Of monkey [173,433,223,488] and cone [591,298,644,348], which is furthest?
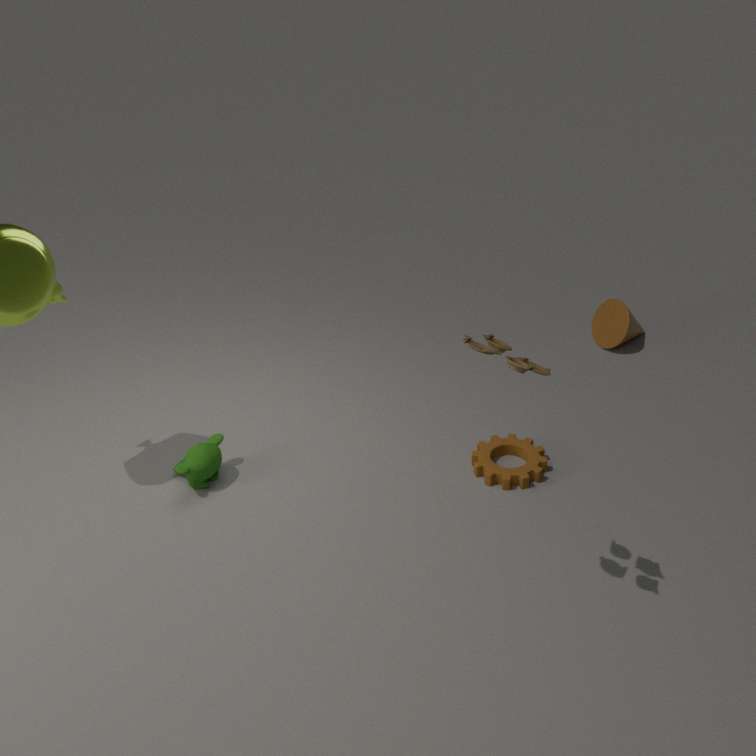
cone [591,298,644,348]
